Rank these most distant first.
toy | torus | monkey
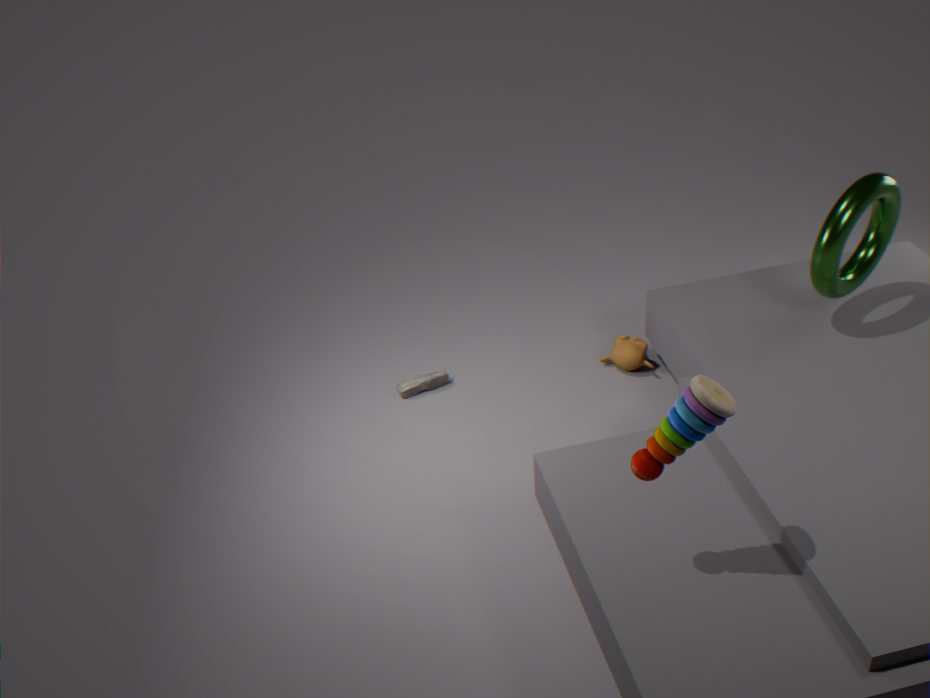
monkey < torus < toy
